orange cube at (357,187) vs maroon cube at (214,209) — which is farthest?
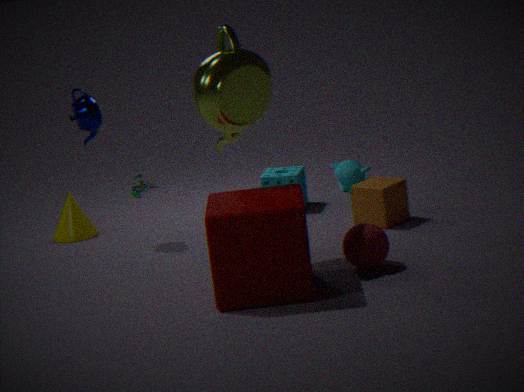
orange cube at (357,187)
